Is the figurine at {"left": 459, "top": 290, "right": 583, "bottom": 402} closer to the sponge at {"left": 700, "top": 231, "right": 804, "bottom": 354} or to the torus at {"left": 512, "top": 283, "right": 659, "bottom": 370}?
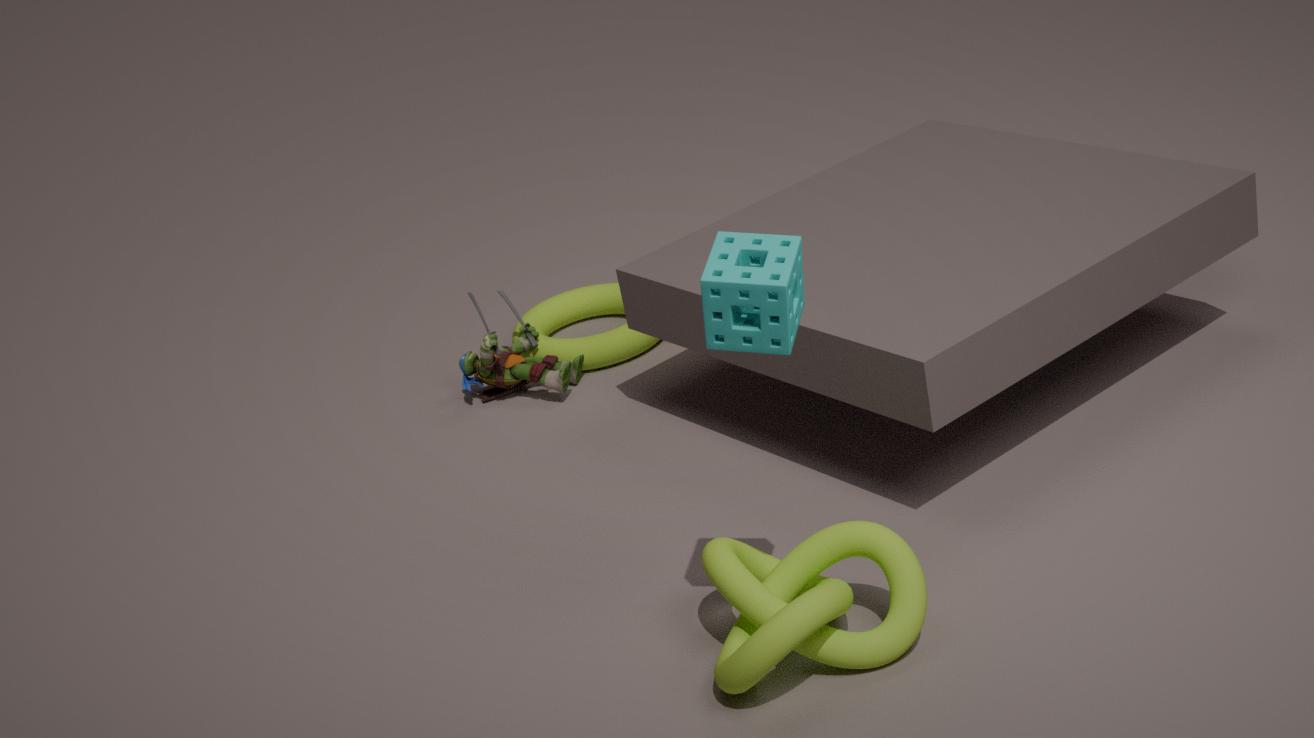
the torus at {"left": 512, "top": 283, "right": 659, "bottom": 370}
